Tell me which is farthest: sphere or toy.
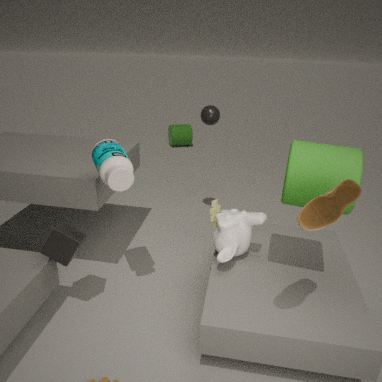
sphere
